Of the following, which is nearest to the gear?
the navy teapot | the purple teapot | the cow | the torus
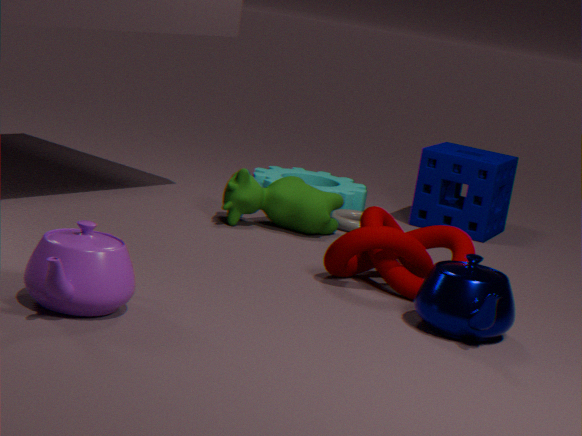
the torus
